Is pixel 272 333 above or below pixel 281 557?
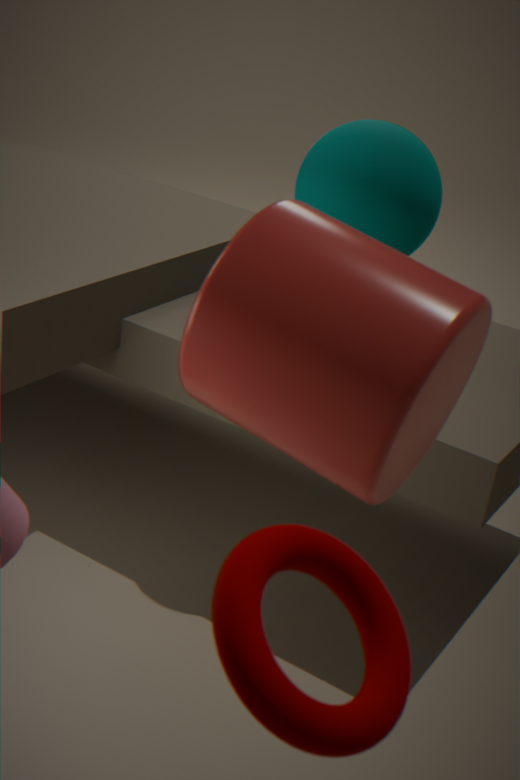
above
